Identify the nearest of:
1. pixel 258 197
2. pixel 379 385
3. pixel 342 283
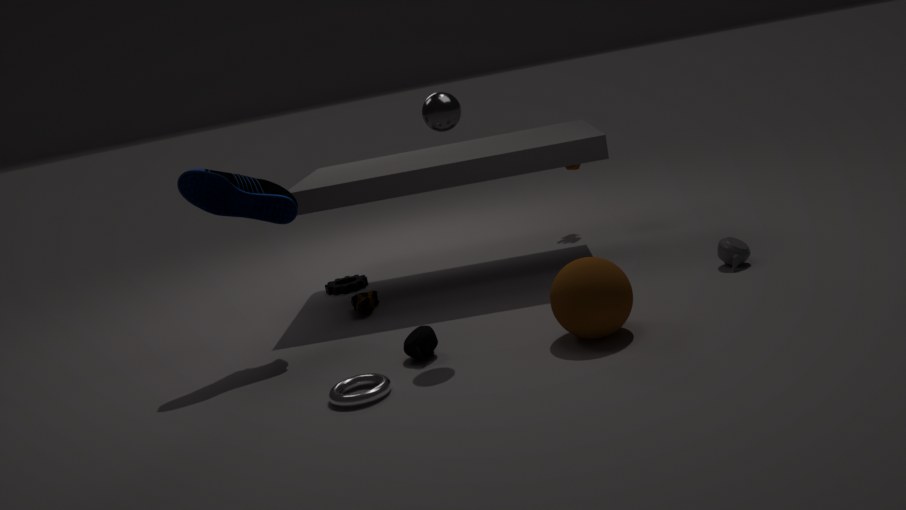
pixel 379 385
